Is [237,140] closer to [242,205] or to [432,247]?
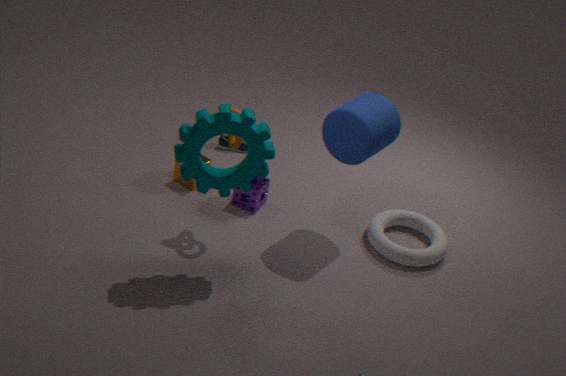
[242,205]
